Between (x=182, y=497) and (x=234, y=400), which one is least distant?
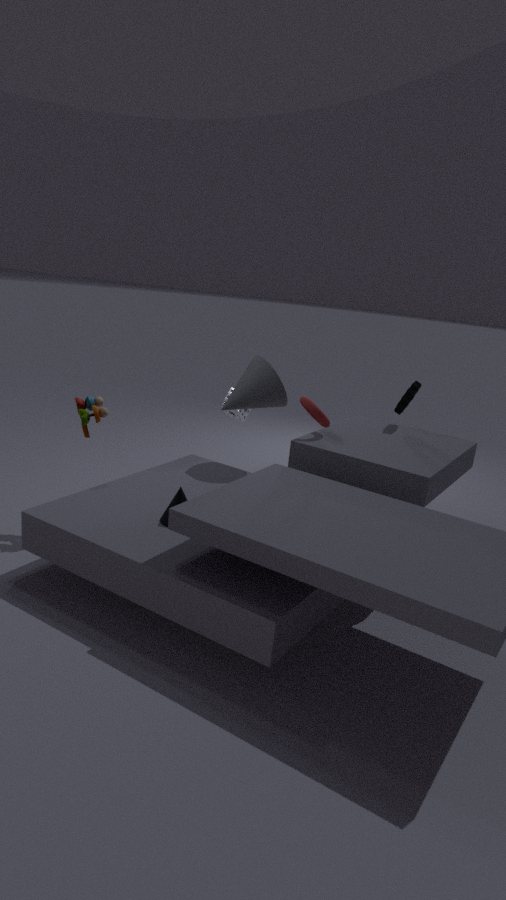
(x=182, y=497)
